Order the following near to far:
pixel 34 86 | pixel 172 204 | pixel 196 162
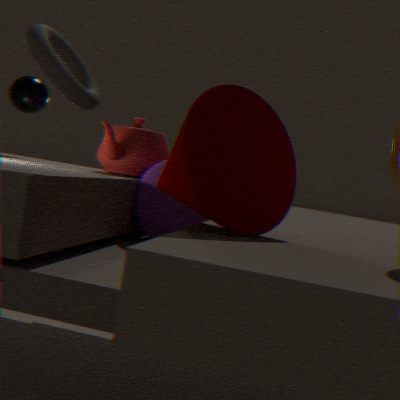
1. pixel 196 162
2. pixel 172 204
3. pixel 34 86
